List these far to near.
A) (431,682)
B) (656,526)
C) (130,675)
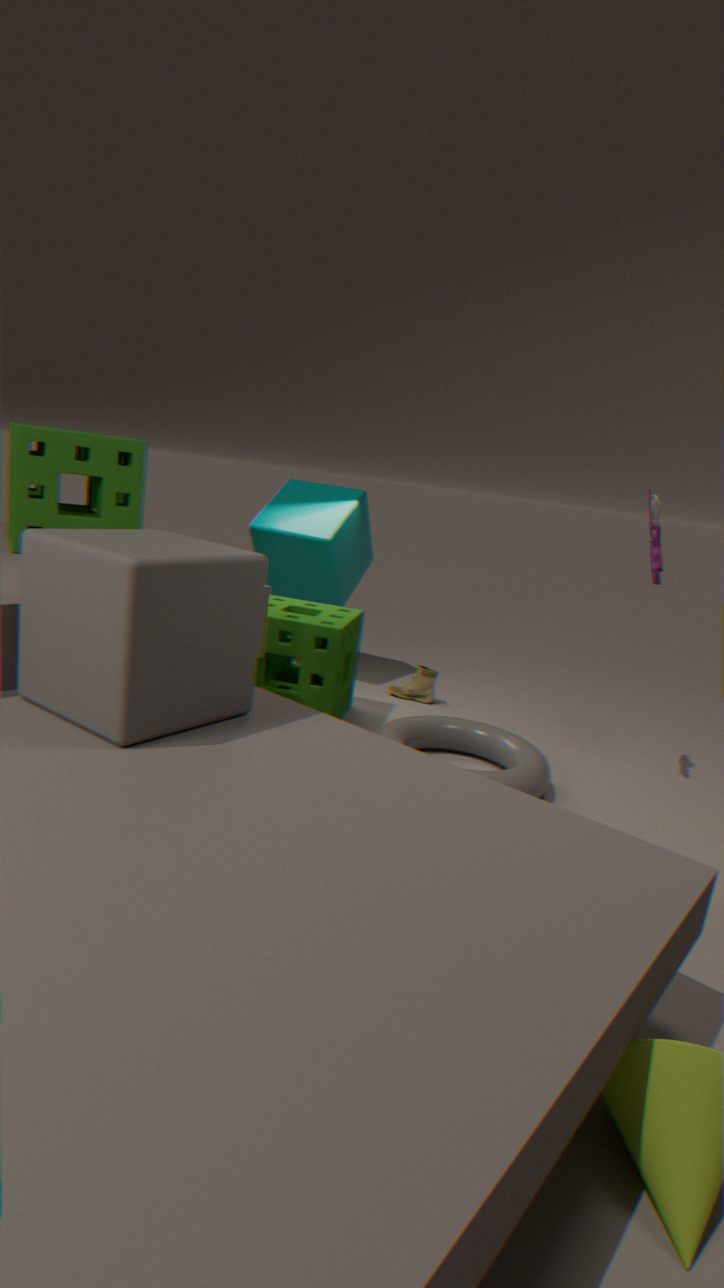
(431,682), (656,526), (130,675)
